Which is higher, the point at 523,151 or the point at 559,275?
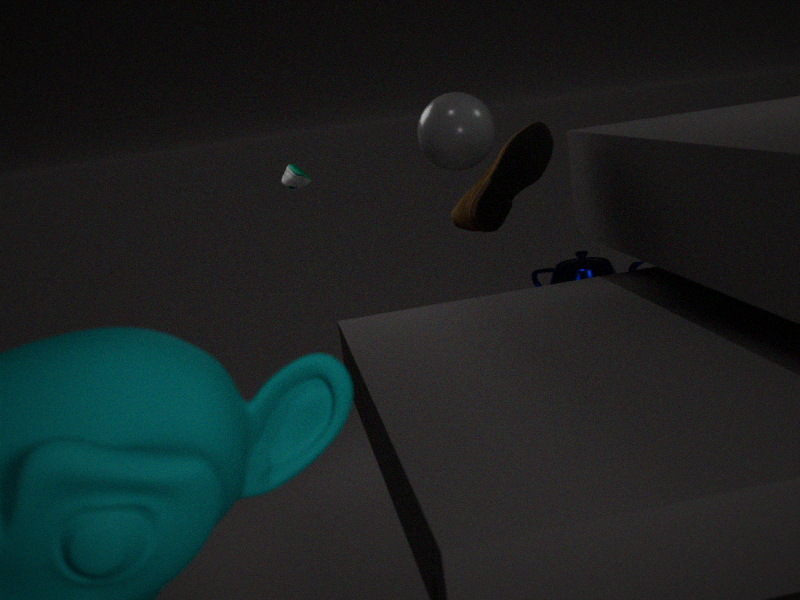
the point at 523,151
